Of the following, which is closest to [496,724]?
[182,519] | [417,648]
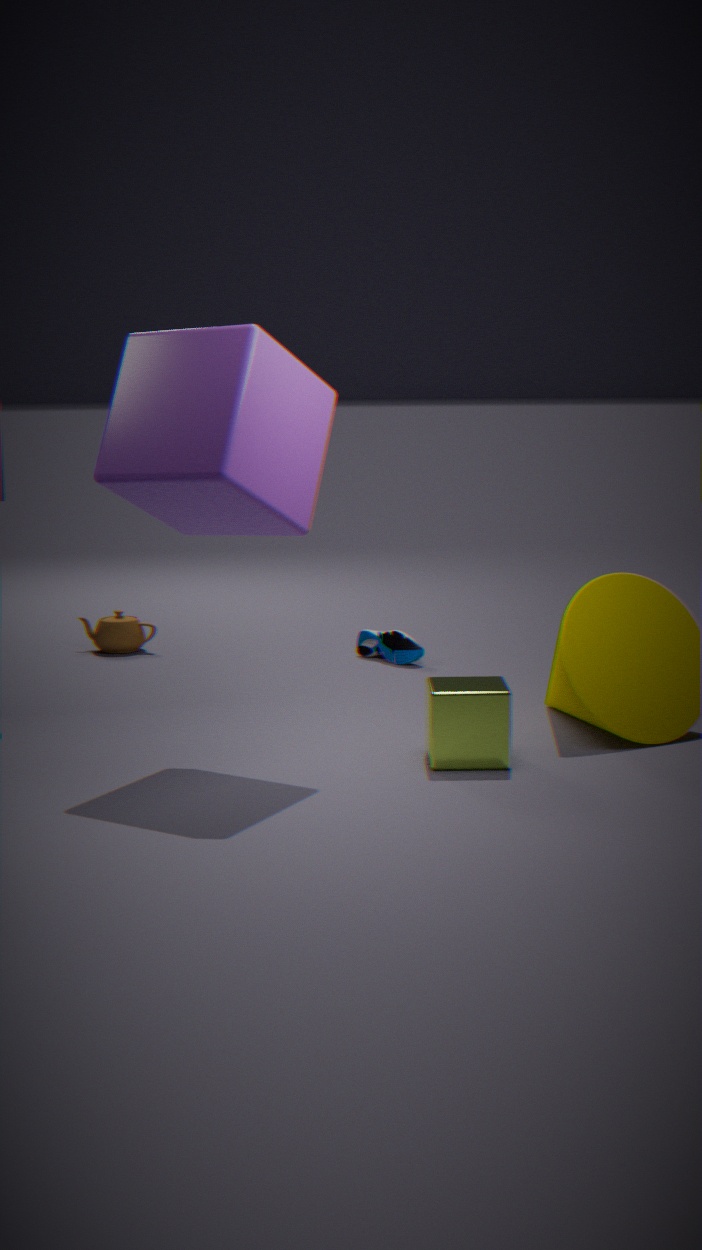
[182,519]
